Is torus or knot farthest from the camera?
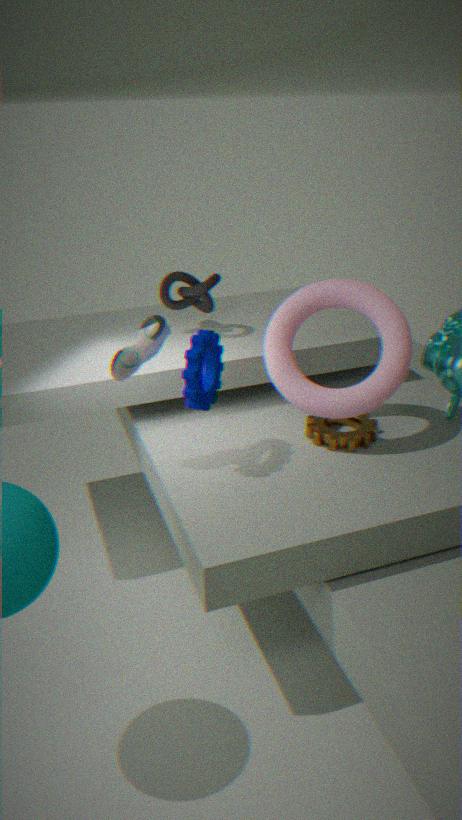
knot
